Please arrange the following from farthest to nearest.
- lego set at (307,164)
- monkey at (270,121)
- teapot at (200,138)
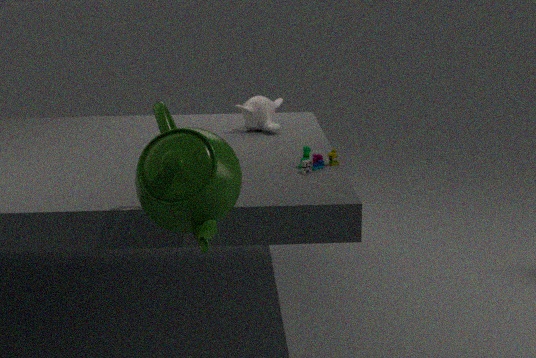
monkey at (270,121) → lego set at (307,164) → teapot at (200,138)
